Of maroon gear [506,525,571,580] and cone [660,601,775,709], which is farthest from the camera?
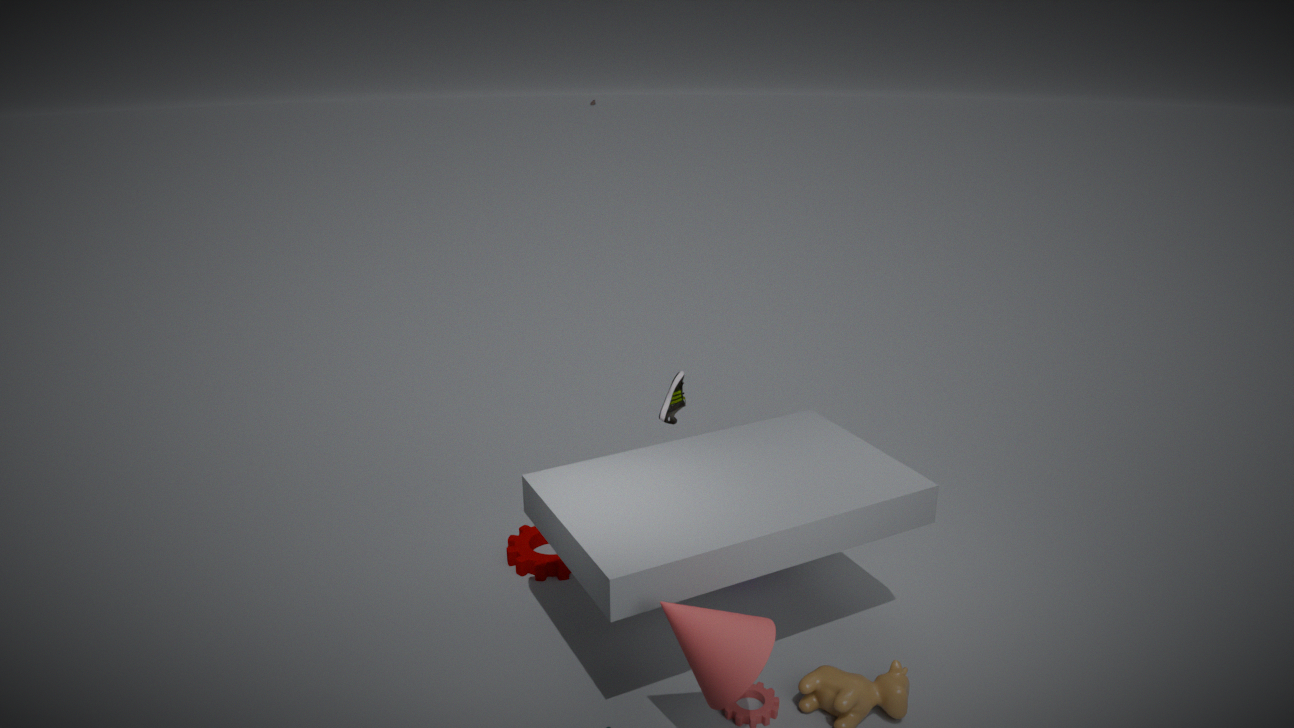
maroon gear [506,525,571,580]
